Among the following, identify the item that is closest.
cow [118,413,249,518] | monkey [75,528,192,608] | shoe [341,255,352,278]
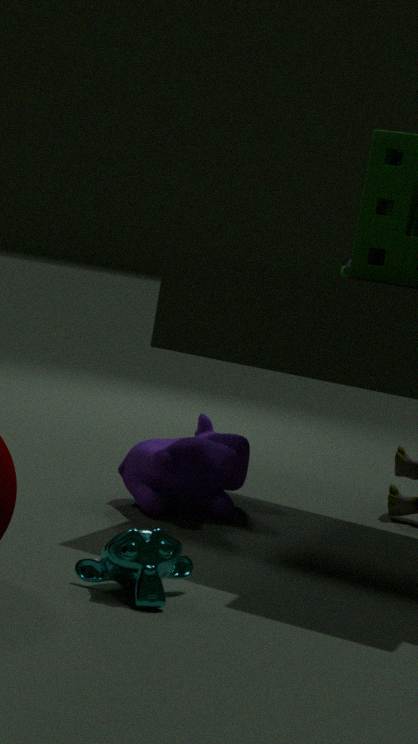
monkey [75,528,192,608]
